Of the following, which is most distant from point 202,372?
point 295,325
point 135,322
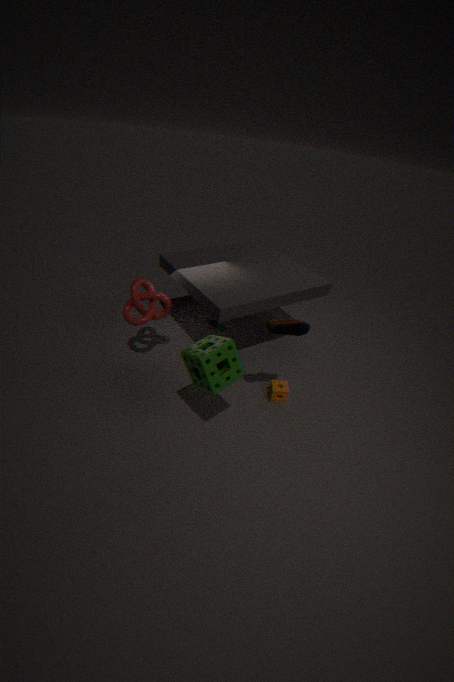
point 135,322
